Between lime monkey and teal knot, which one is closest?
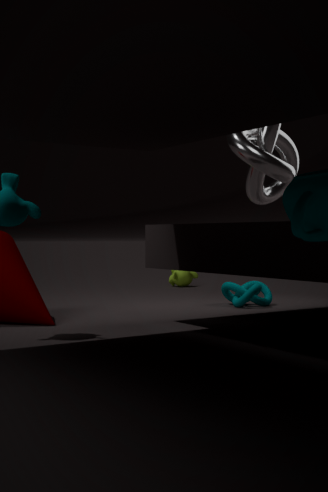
teal knot
